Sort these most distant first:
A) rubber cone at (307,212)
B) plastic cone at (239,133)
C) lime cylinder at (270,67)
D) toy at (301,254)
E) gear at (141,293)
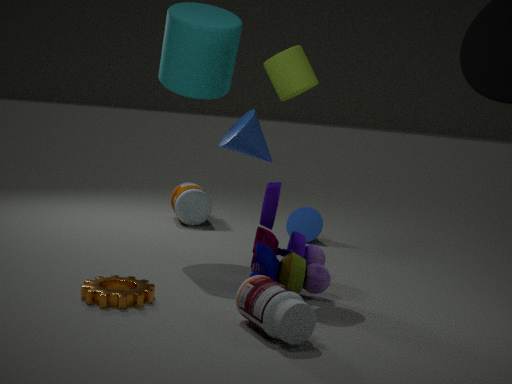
rubber cone at (307,212) < lime cylinder at (270,67) < plastic cone at (239,133) < toy at (301,254) < gear at (141,293)
